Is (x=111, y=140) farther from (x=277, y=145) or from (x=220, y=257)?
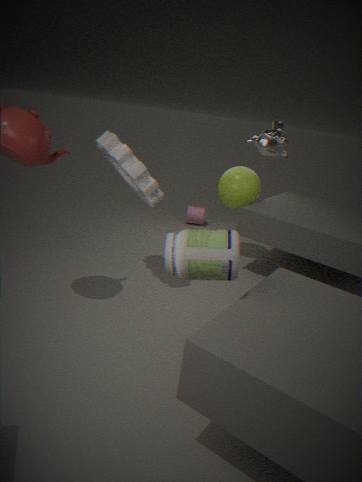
(x=220, y=257)
